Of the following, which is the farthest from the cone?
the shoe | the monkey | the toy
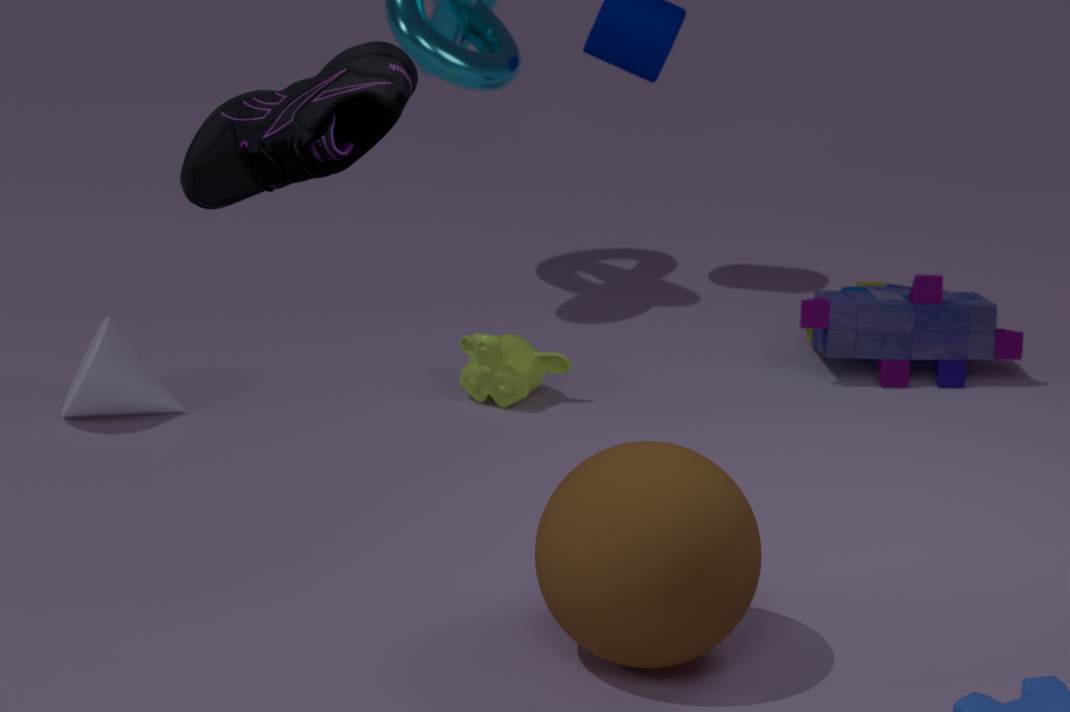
the shoe
